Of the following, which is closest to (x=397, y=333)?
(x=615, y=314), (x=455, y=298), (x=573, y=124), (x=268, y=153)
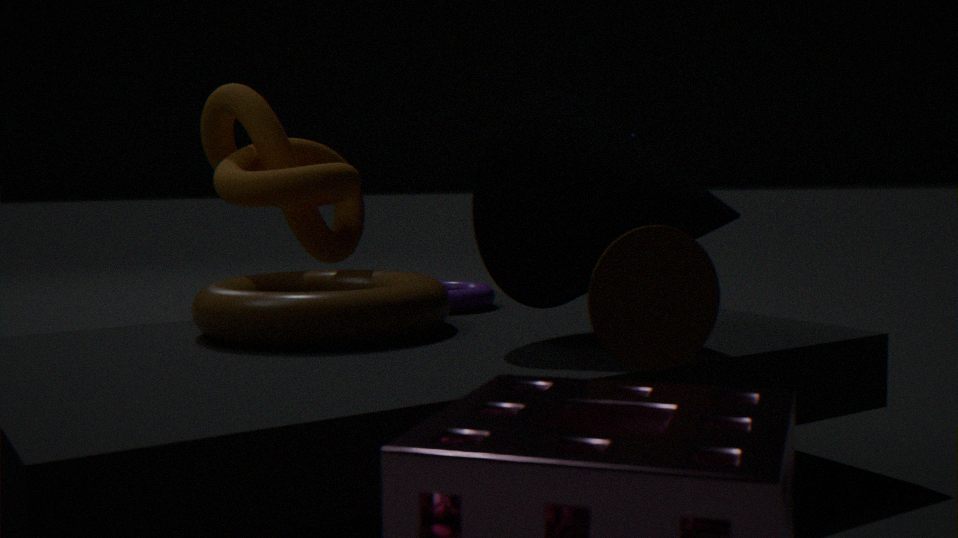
(x=455, y=298)
